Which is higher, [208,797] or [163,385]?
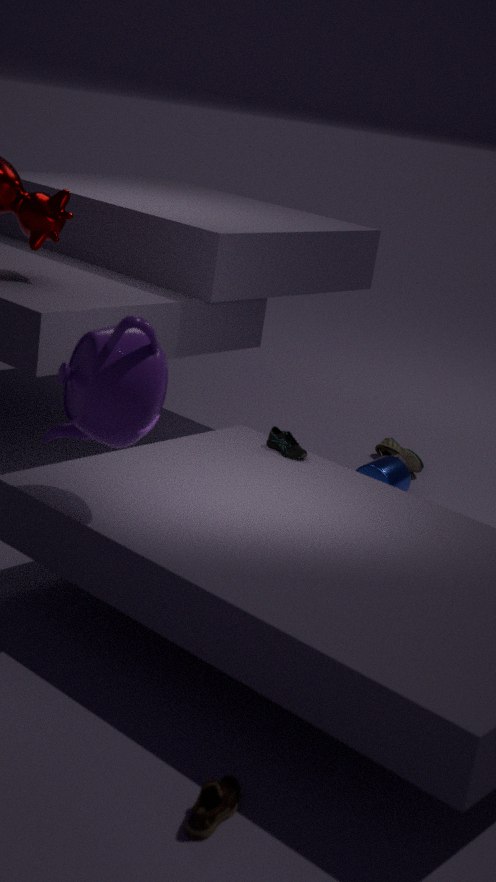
[163,385]
